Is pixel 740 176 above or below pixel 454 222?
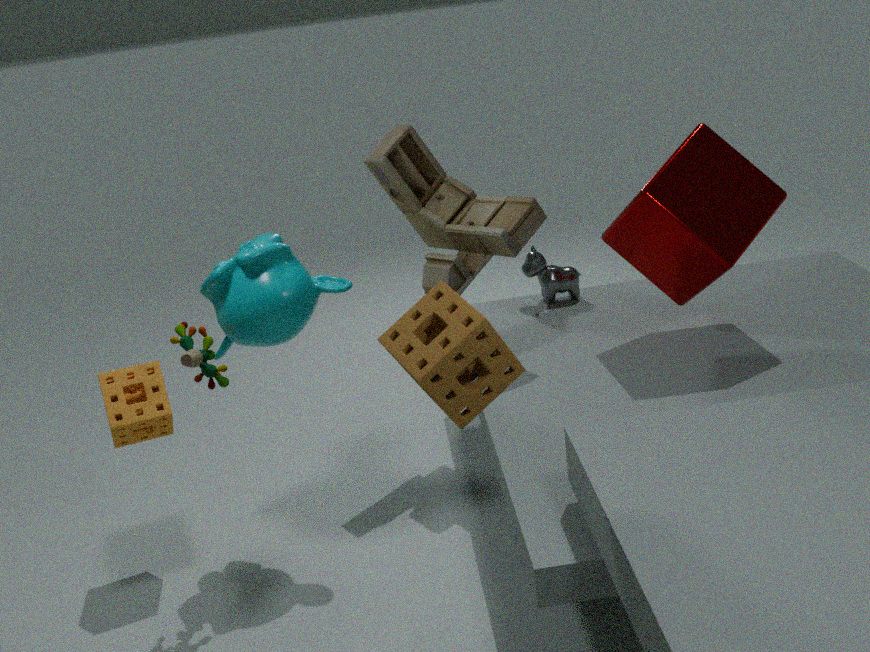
below
